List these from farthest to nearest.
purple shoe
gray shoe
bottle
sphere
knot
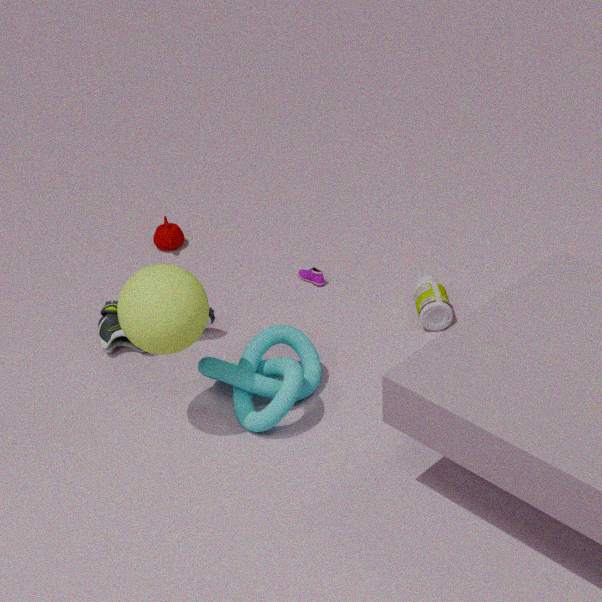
1. purple shoe
2. bottle
3. gray shoe
4. knot
5. sphere
